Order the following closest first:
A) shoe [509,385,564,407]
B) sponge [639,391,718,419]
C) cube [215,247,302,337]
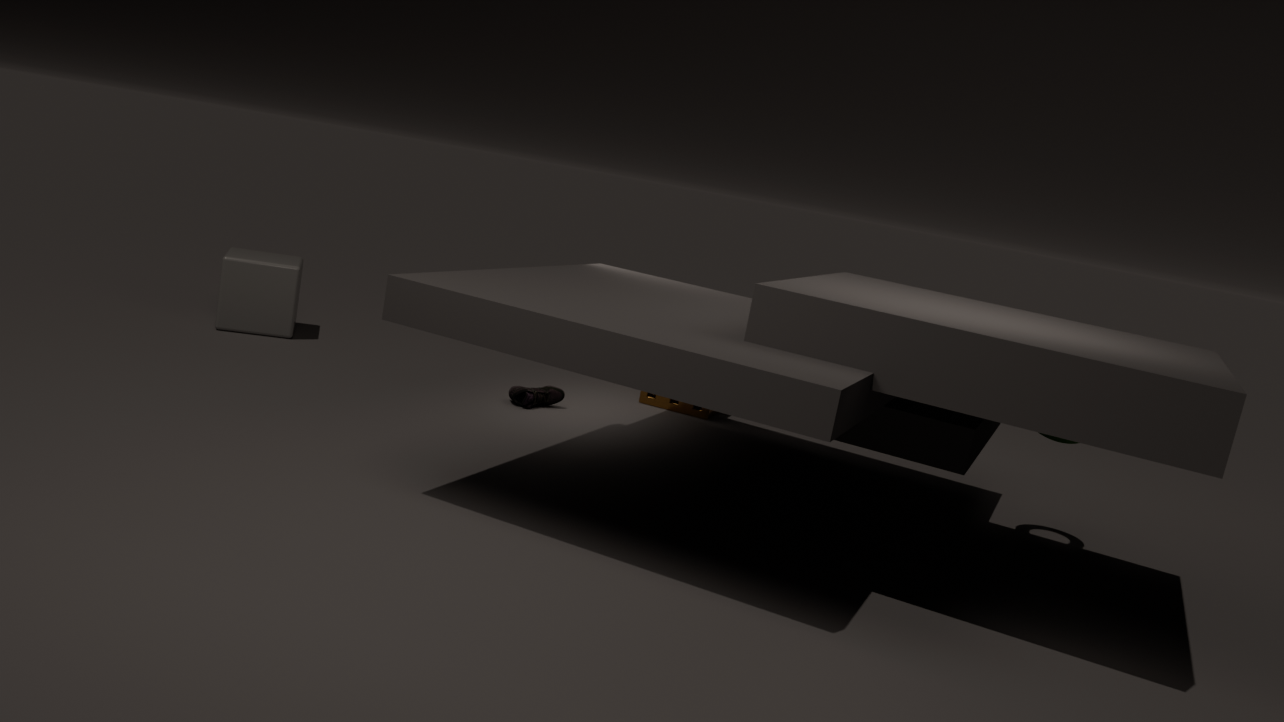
shoe [509,385,564,407] < cube [215,247,302,337] < sponge [639,391,718,419]
